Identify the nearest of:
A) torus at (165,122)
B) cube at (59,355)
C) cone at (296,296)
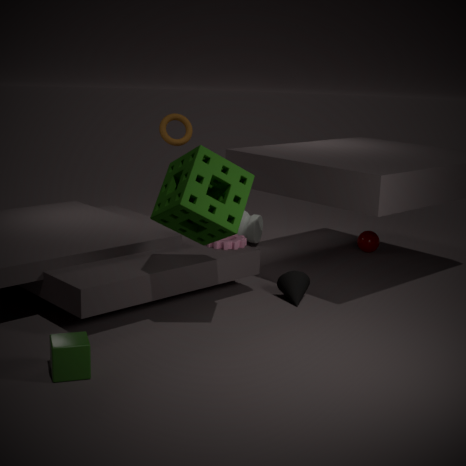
cube at (59,355)
